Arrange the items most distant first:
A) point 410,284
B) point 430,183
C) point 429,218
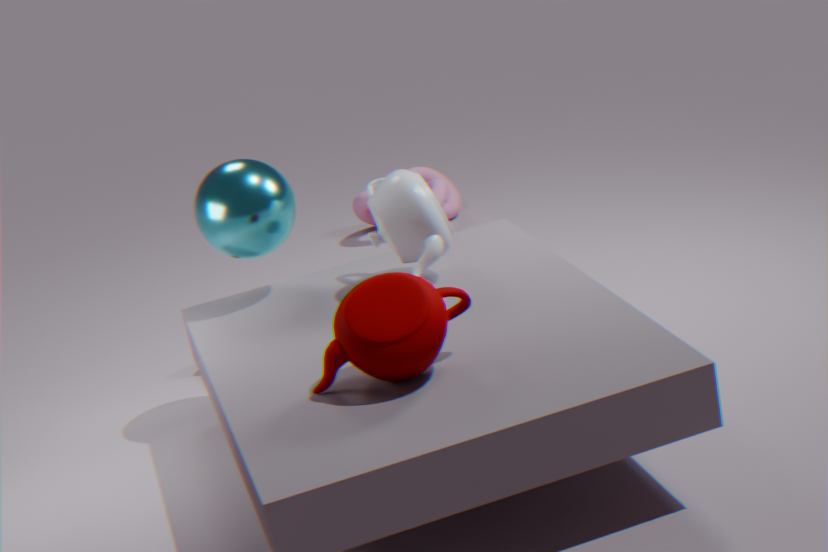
B. point 430,183, C. point 429,218, A. point 410,284
